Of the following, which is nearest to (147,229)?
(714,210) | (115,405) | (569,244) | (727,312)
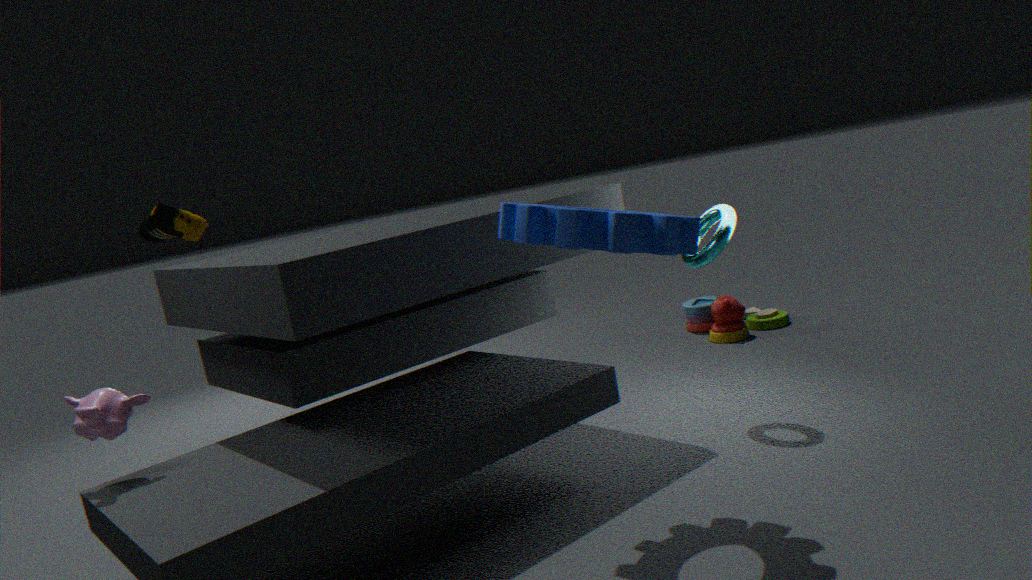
(115,405)
